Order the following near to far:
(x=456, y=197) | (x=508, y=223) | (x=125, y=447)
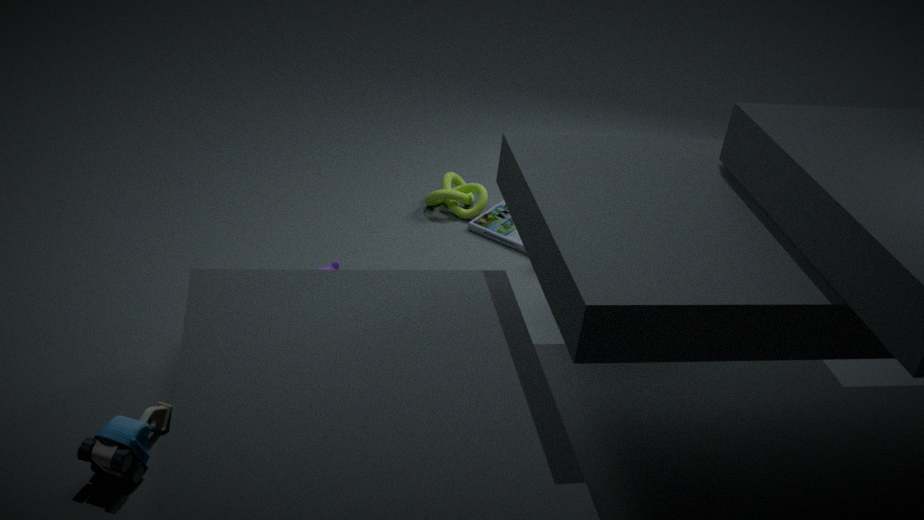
(x=125, y=447) < (x=508, y=223) < (x=456, y=197)
